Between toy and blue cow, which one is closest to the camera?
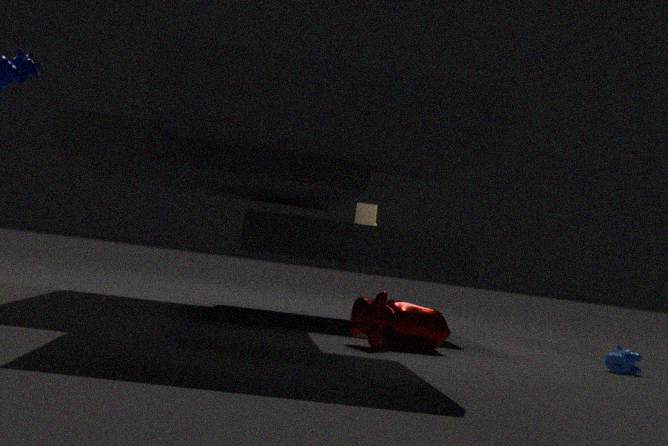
blue cow
